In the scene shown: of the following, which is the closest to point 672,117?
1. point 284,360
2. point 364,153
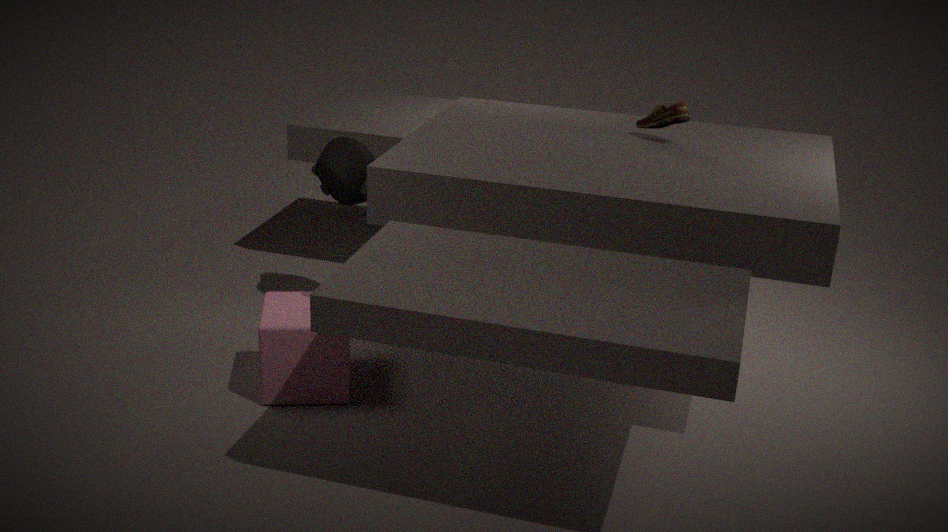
point 364,153
